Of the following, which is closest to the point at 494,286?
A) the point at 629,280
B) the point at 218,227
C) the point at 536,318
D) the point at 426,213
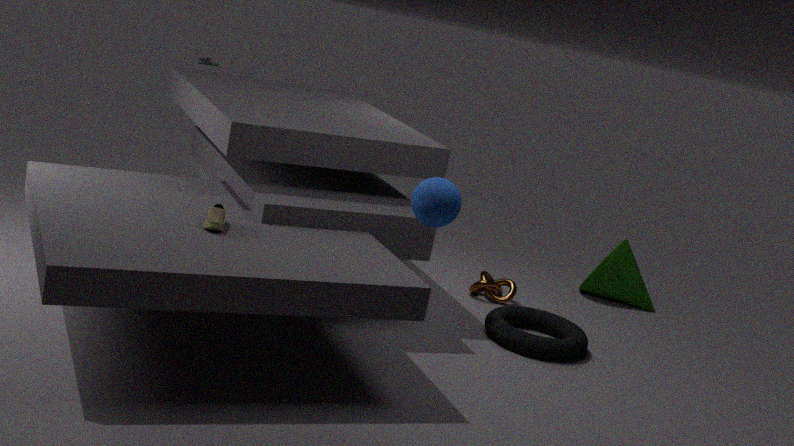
the point at 536,318
